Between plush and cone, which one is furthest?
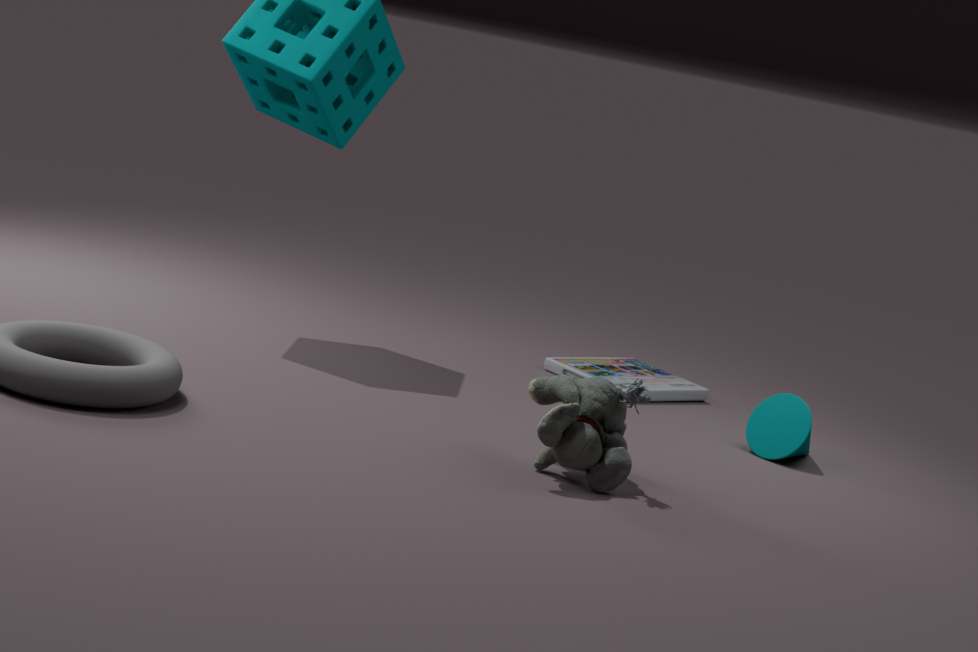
cone
